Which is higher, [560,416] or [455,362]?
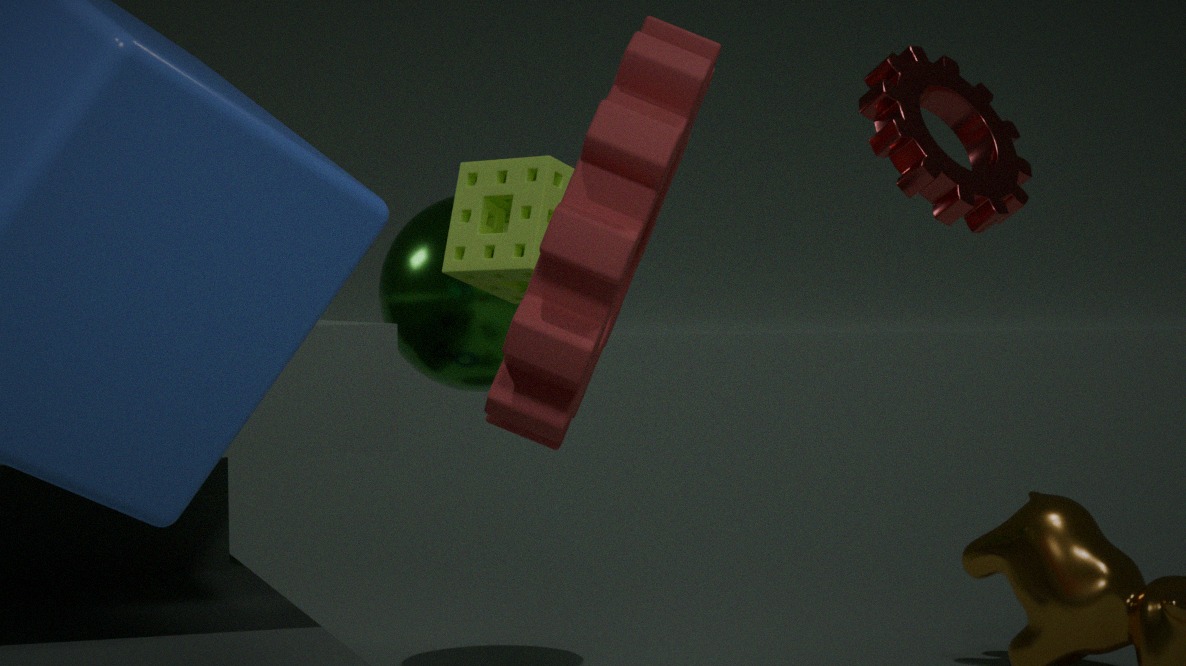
[560,416]
